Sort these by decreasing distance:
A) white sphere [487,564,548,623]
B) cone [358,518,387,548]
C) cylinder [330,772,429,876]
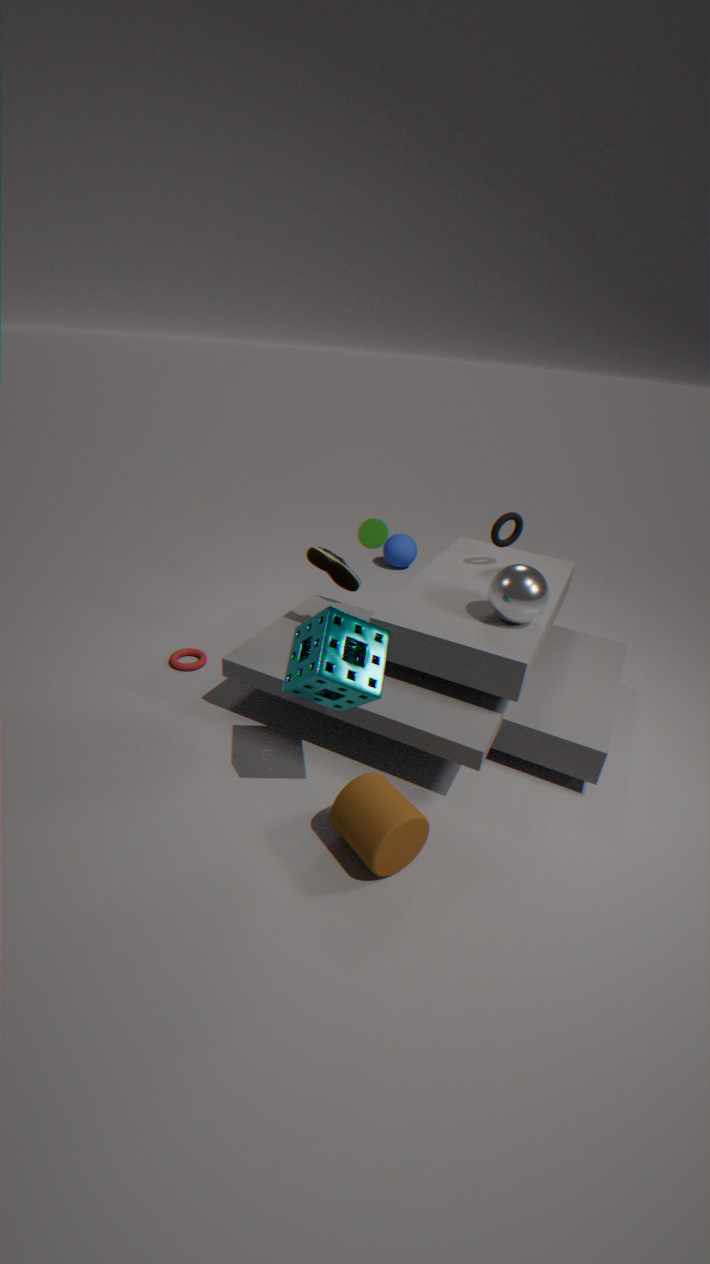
cone [358,518,387,548], white sphere [487,564,548,623], cylinder [330,772,429,876]
